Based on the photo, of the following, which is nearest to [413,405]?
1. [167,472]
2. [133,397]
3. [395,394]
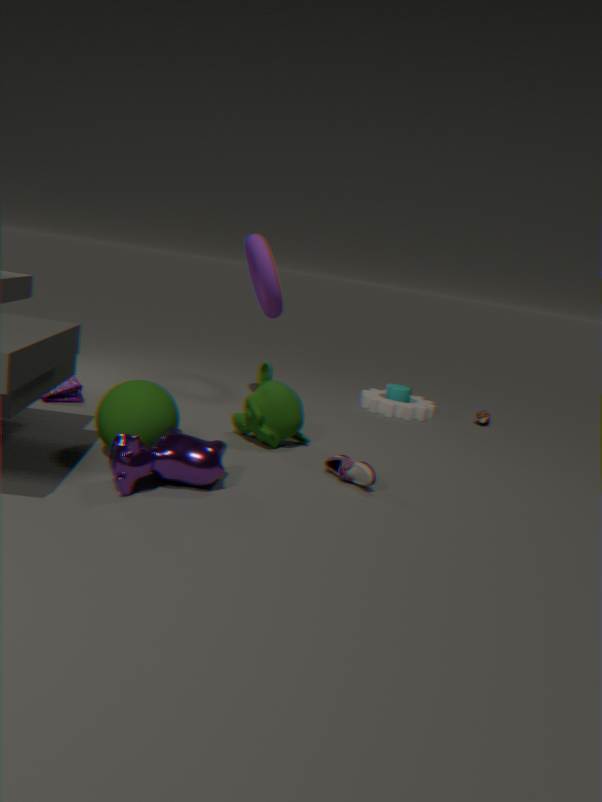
[395,394]
